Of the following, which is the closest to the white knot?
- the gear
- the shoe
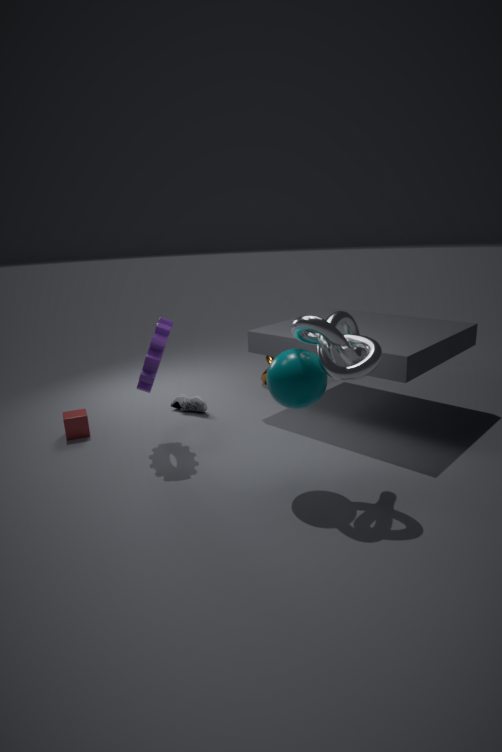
the gear
